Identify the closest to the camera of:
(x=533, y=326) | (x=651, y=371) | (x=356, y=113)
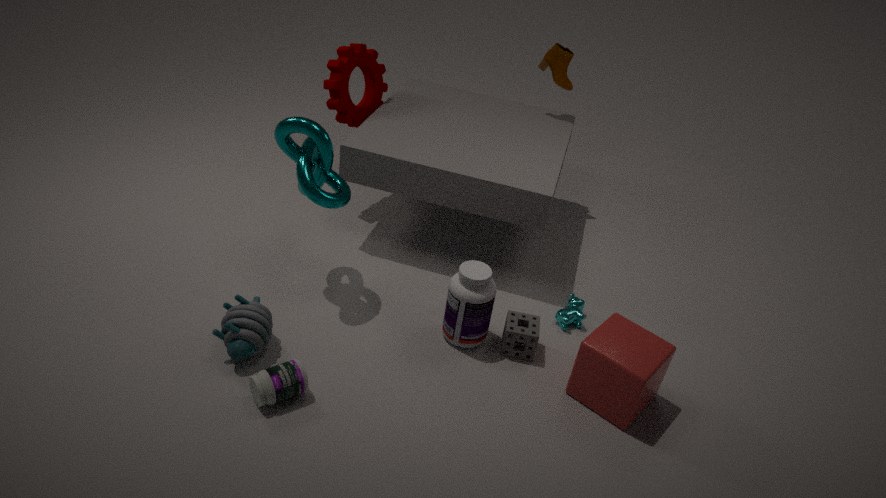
(x=651, y=371)
